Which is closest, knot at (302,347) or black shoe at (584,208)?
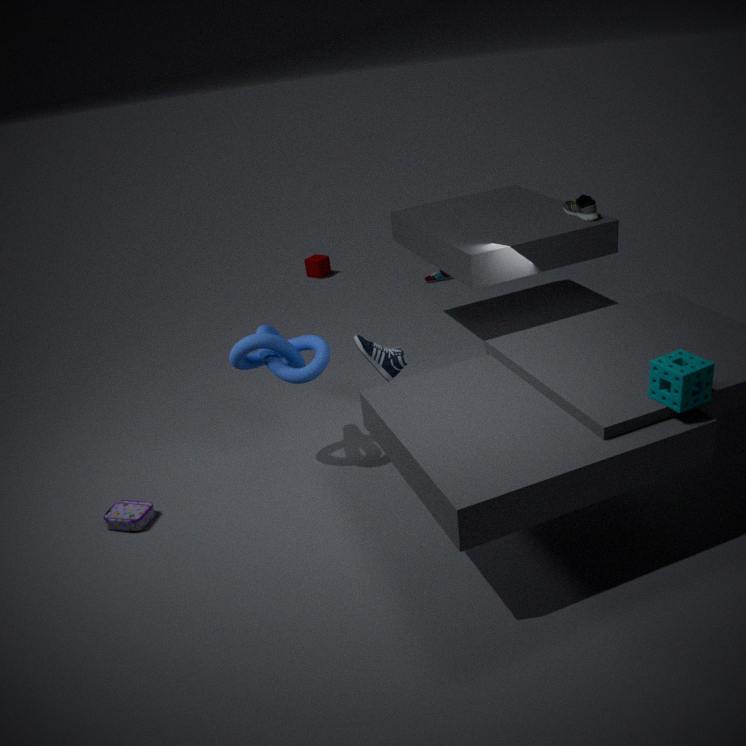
knot at (302,347)
